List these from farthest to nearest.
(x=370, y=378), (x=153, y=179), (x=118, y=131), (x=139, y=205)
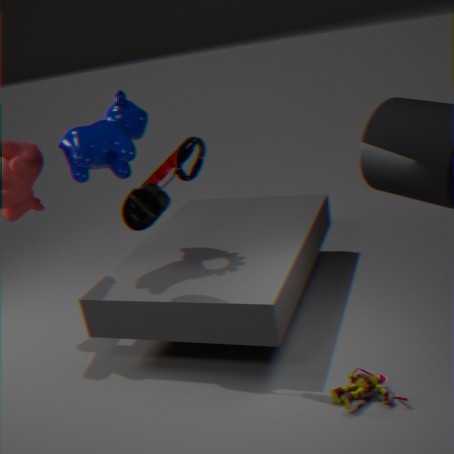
(x=118, y=131) → (x=153, y=179) → (x=139, y=205) → (x=370, y=378)
